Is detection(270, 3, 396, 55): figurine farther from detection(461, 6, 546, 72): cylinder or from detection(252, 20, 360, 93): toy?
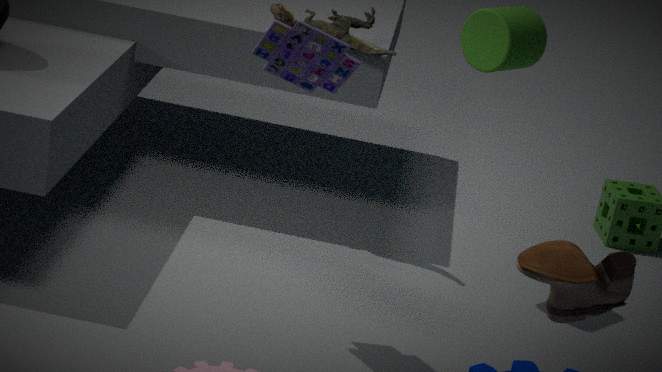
detection(252, 20, 360, 93): toy
